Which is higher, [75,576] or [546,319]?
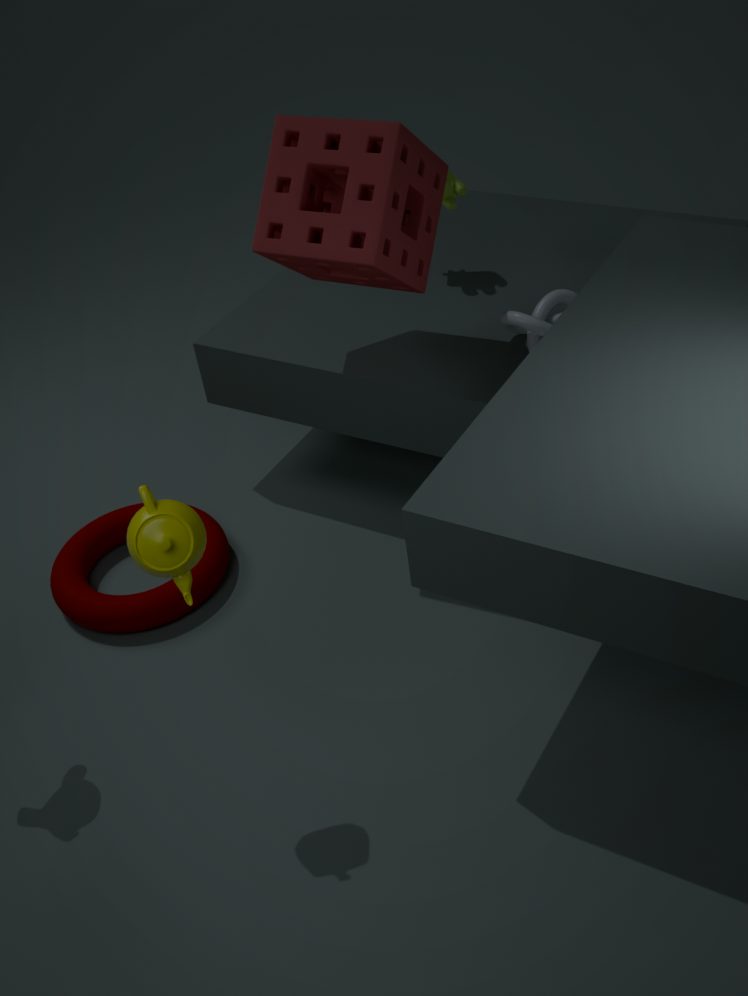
[546,319]
